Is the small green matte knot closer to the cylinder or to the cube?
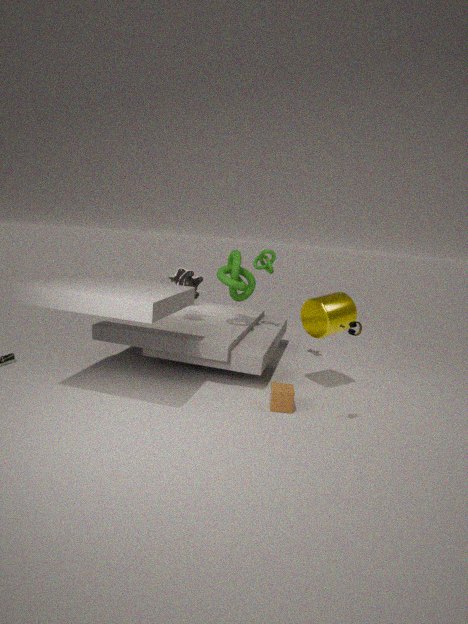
the cylinder
